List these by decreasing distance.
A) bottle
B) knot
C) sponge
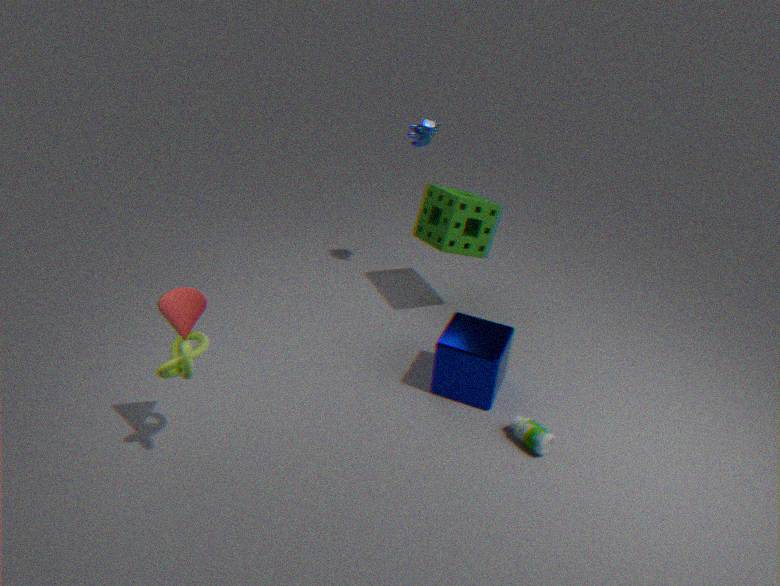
sponge
bottle
knot
